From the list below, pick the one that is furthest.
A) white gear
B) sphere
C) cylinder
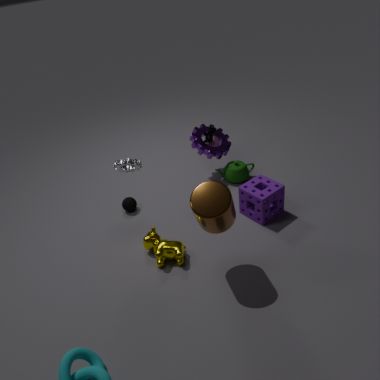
sphere
